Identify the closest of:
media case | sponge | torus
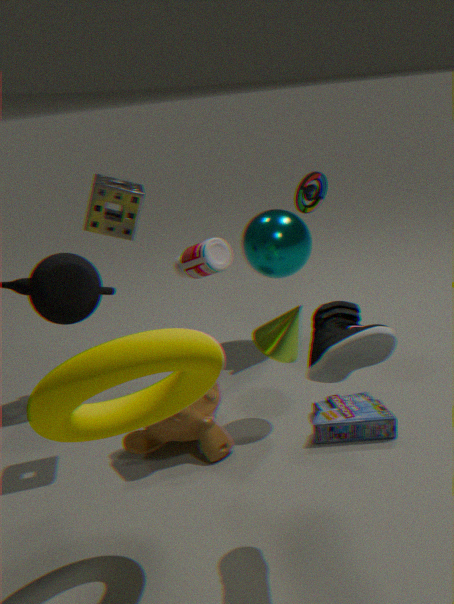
torus
